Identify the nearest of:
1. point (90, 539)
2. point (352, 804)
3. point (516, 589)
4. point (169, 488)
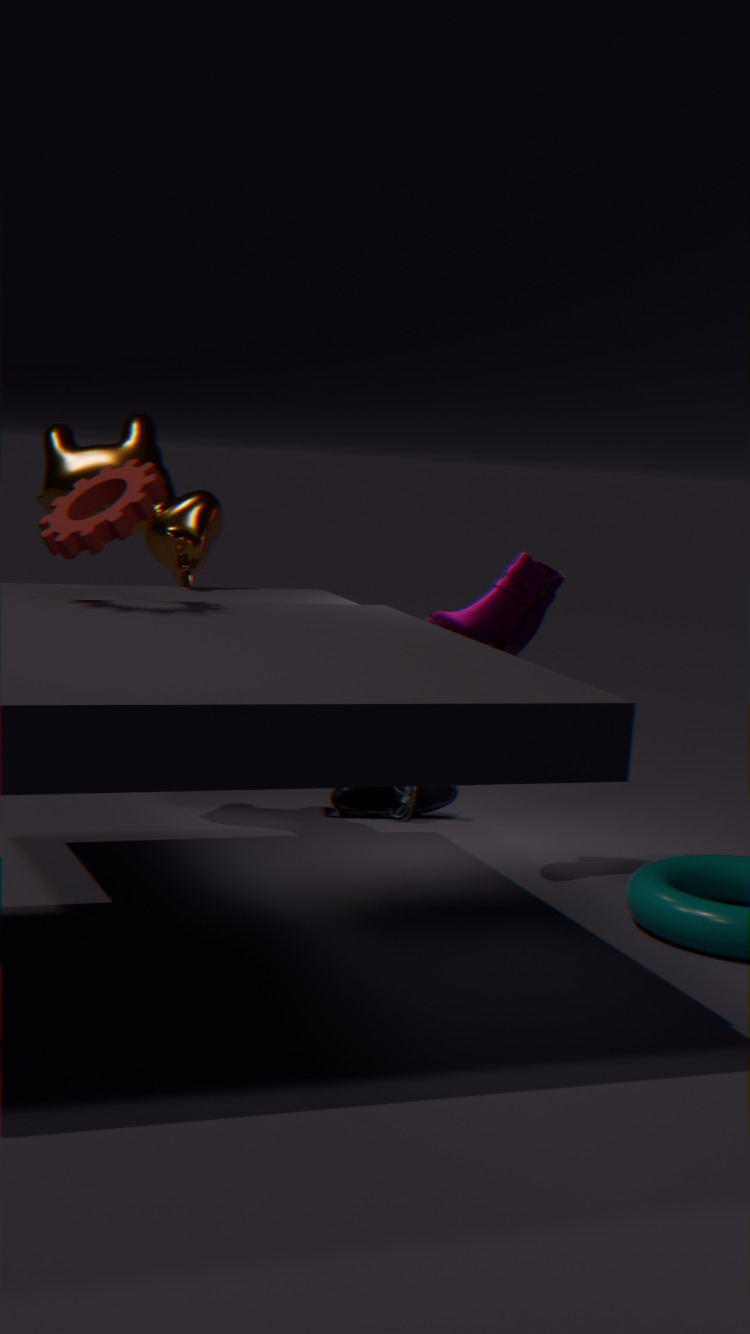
point (90, 539)
